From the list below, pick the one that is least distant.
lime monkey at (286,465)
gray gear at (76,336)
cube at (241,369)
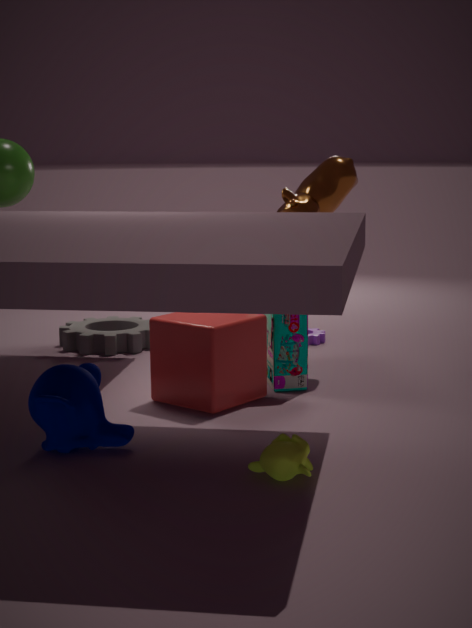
lime monkey at (286,465)
